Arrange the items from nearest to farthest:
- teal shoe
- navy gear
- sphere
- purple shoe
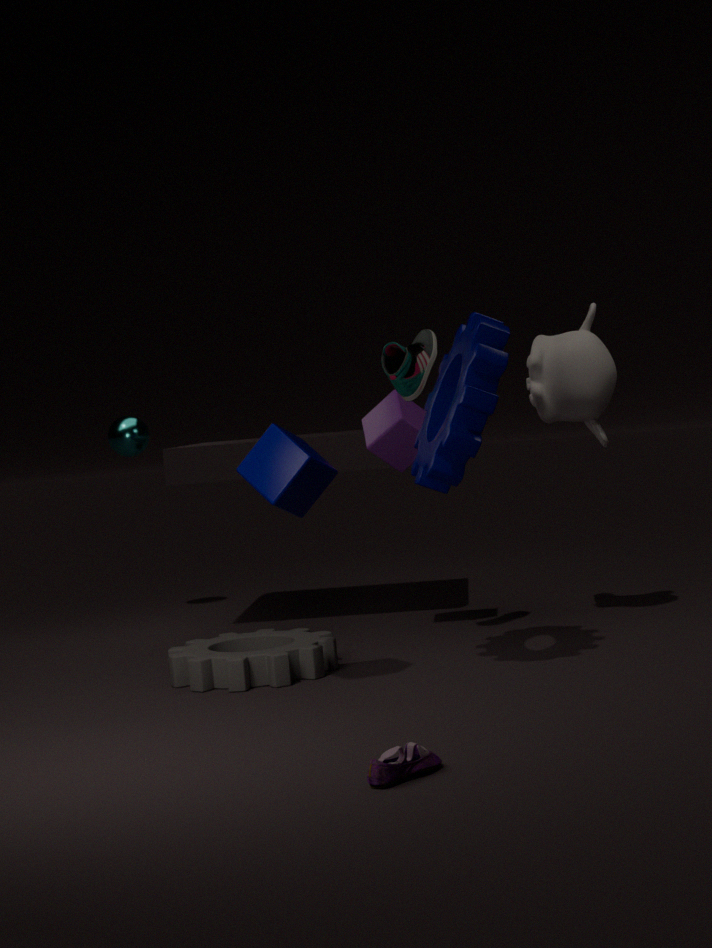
purple shoe → navy gear → teal shoe → sphere
